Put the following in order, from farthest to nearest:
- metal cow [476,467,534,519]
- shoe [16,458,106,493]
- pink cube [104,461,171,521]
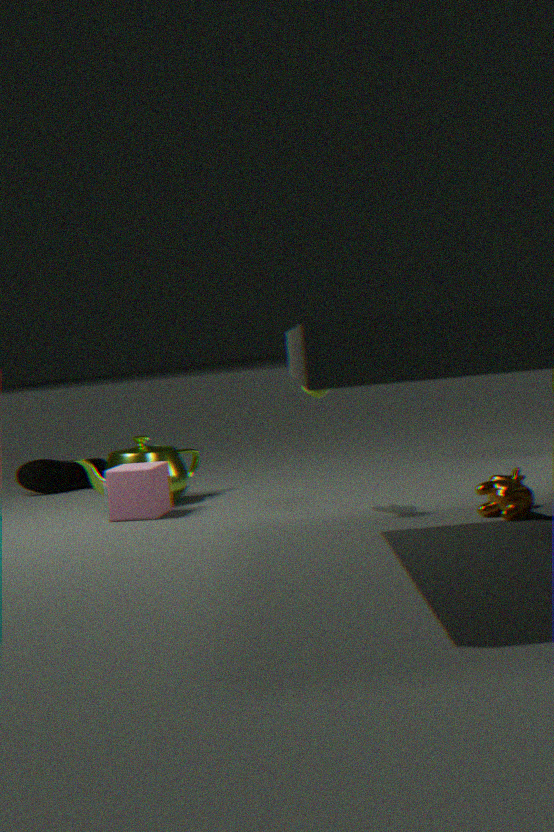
shoe [16,458,106,493] < pink cube [104,461,171,521] < metal cow [476,467,534,519]
